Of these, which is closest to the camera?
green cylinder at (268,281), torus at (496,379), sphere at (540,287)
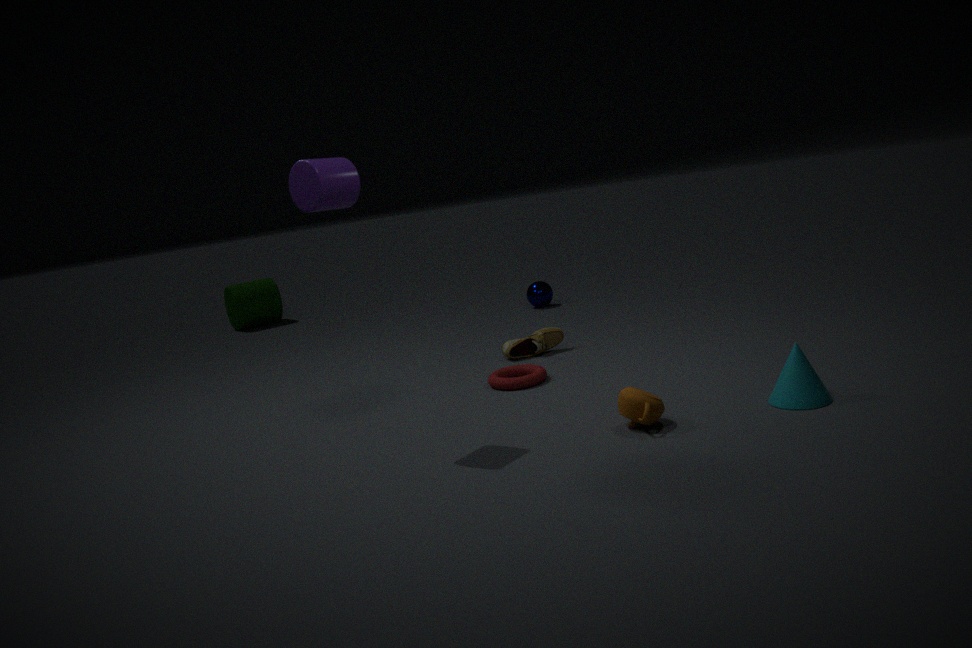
torus at (496,379)
